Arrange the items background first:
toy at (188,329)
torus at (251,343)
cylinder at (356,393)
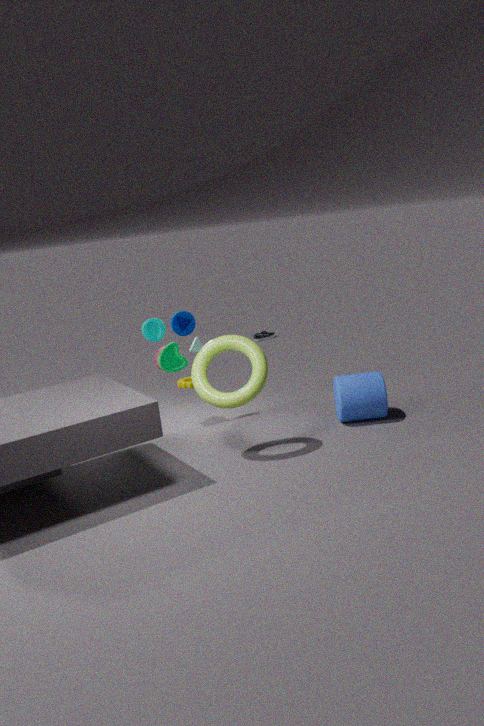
toy at (188,329) < cylinder at (356,393) < torus at (251,343)
